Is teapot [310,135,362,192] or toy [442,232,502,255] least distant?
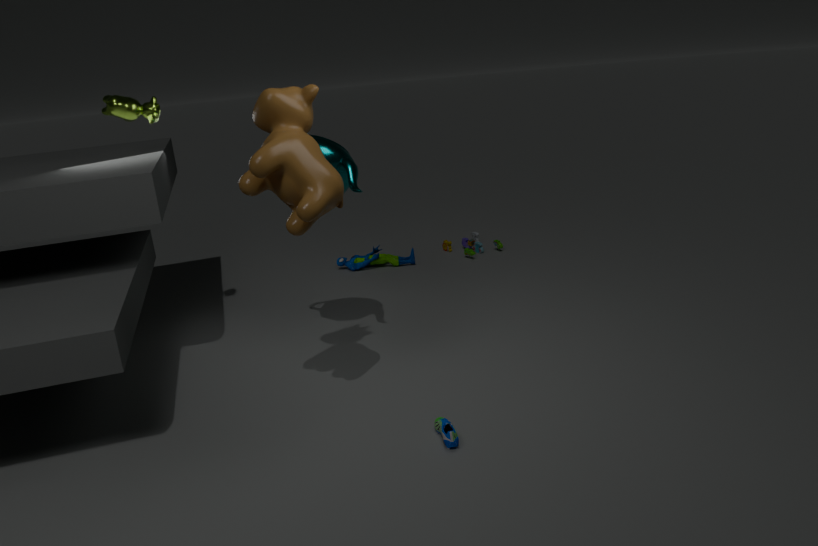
teapot [310,135,362,192]
